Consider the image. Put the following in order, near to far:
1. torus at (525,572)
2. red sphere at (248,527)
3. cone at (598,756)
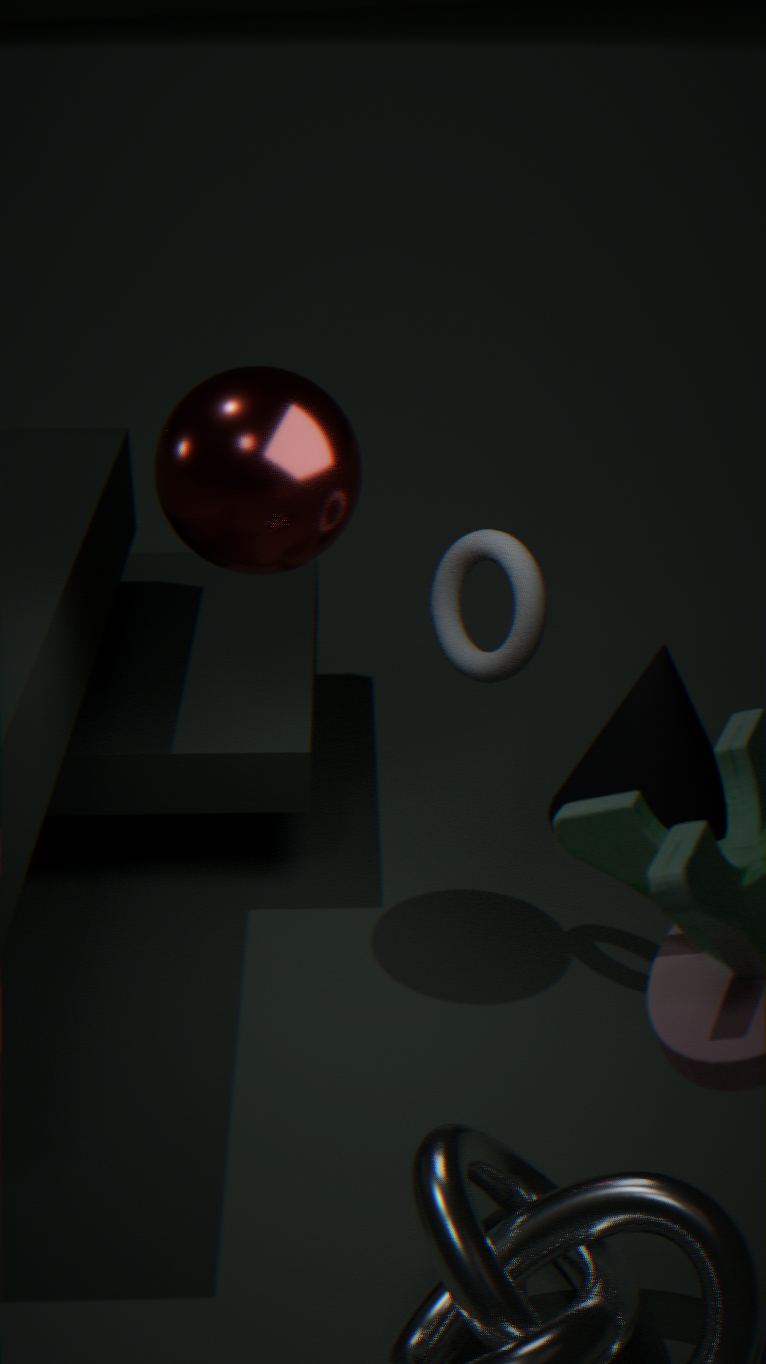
red sphere at (248,527)
torus at (525,572)
cone at (598,756)
